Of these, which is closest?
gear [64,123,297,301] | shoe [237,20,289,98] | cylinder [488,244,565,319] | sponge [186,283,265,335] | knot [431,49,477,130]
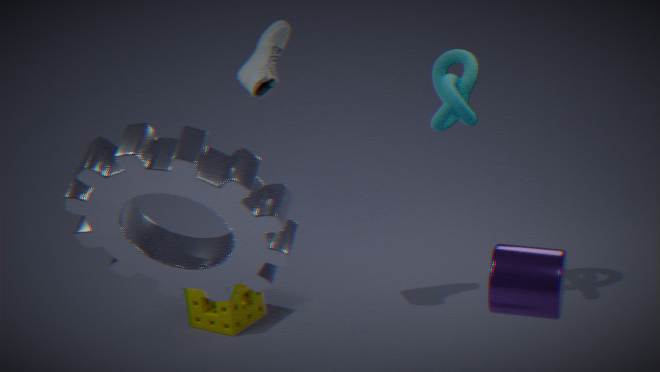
gear [64,123,297,301]
